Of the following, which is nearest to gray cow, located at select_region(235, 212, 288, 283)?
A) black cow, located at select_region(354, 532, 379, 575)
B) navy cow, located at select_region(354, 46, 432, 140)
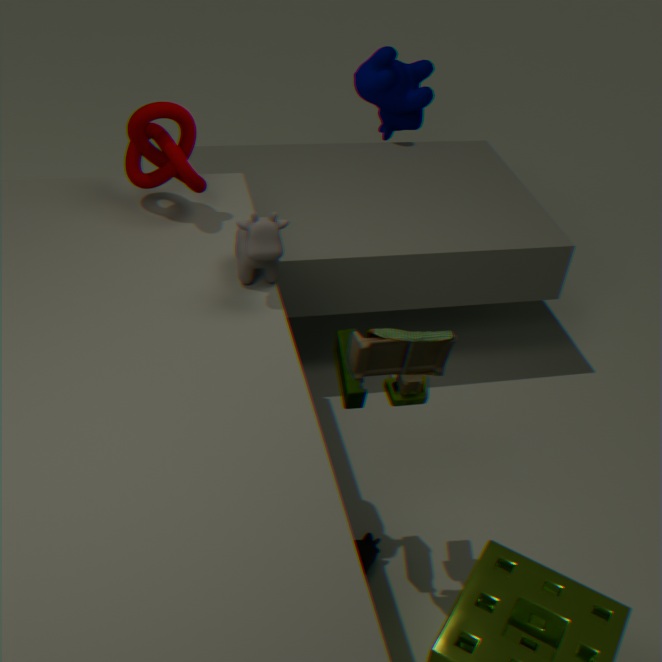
black cow, located at select_region(354, 532, 379, 575)
